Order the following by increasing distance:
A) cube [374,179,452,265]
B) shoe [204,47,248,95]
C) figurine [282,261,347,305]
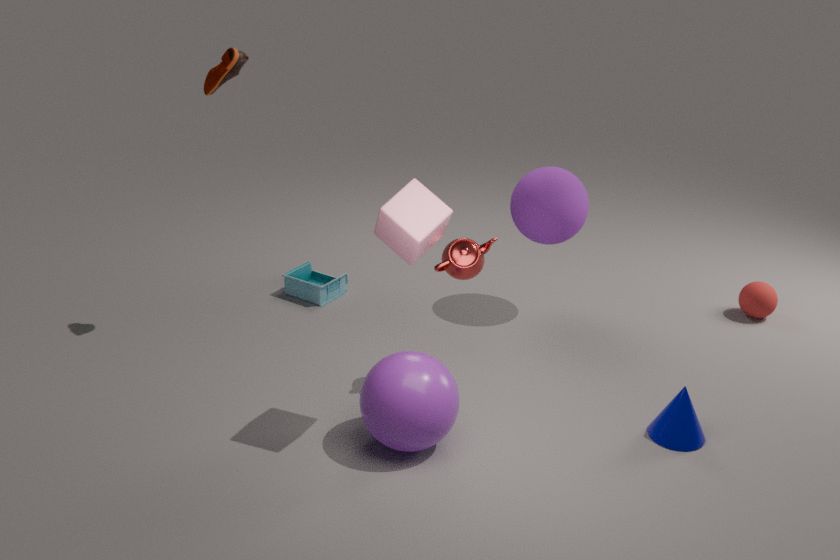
1. cube [374,179,452,265]
2. shoe [204,47,248,95]
3. figurine [282,261,347,305]
